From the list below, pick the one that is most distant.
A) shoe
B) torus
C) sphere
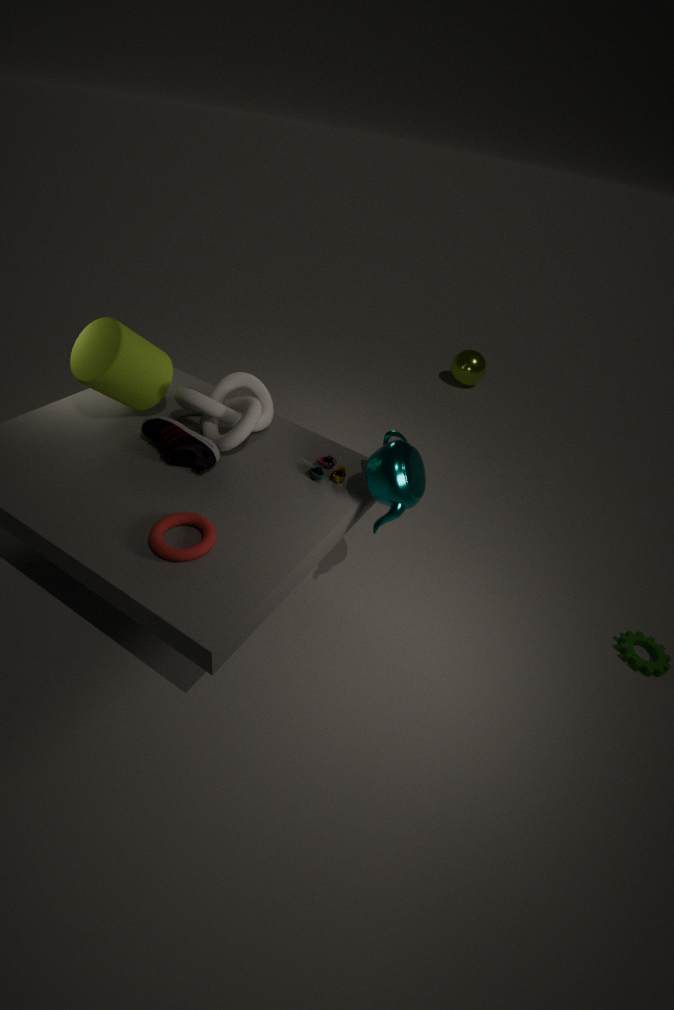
sphere
